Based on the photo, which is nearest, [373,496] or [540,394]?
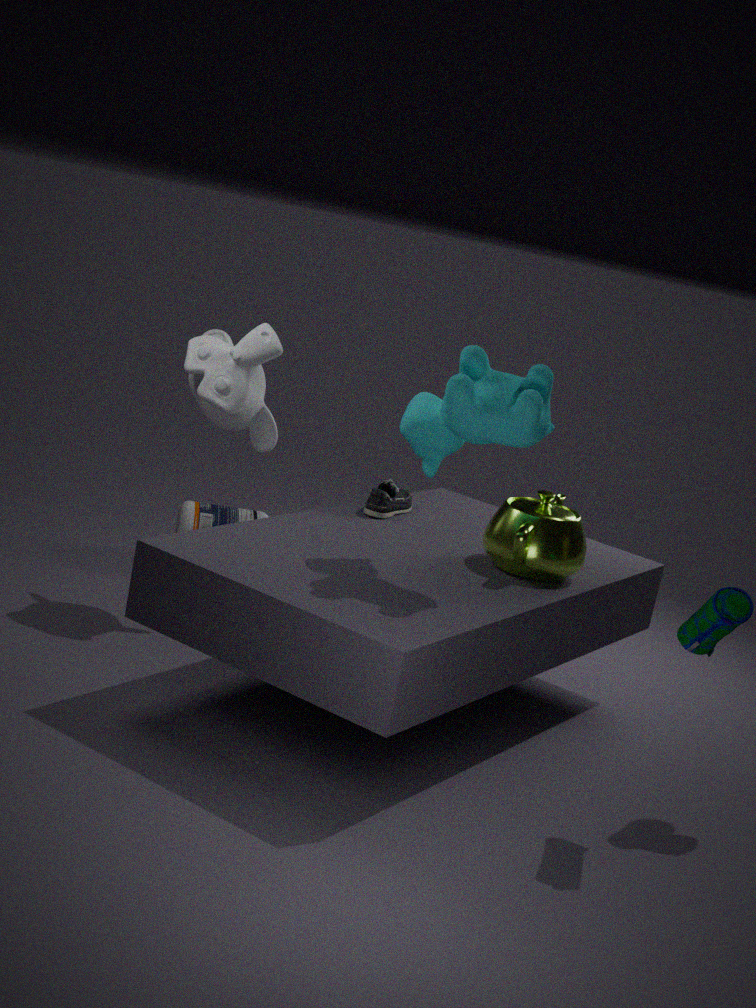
[540,394]
